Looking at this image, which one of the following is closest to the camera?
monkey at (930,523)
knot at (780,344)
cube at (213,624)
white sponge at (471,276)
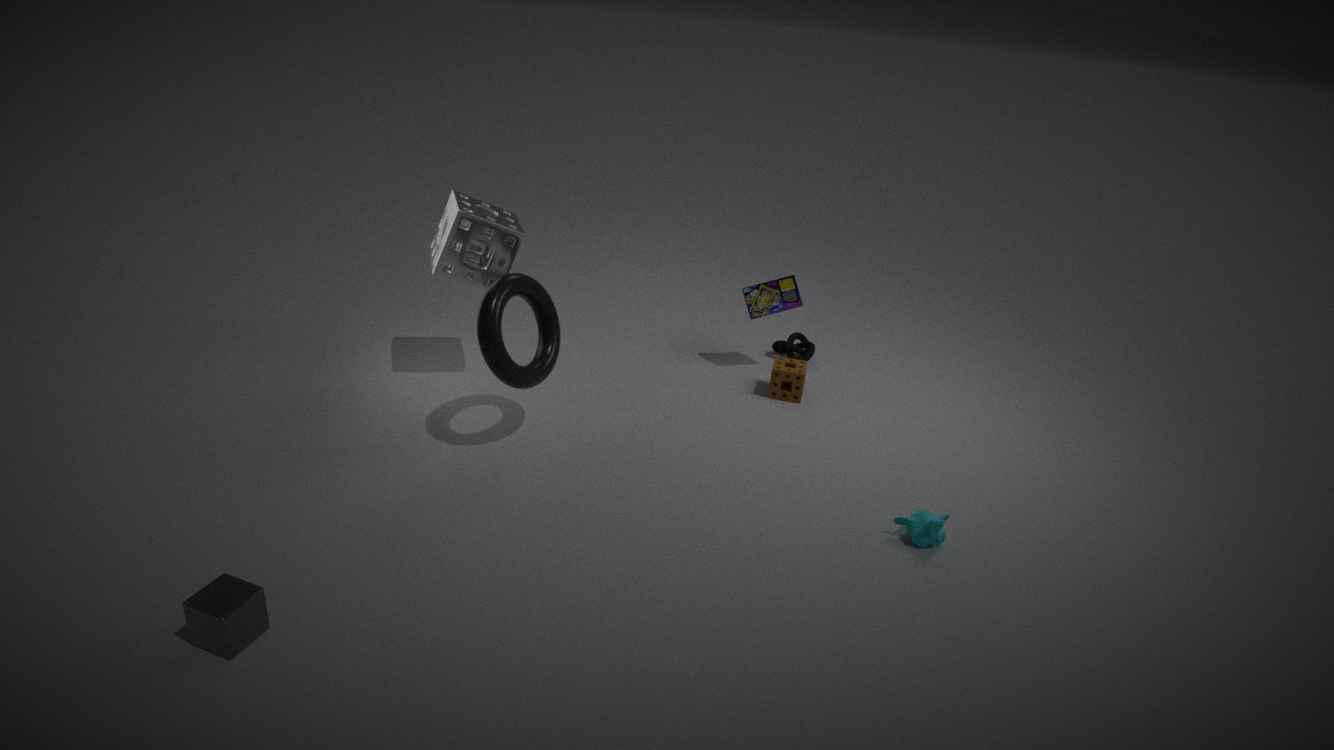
cube at (213,624)
